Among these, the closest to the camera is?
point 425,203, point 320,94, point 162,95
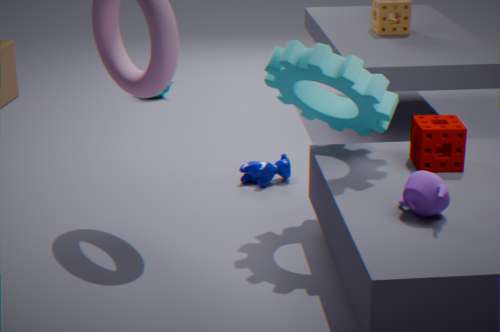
point 425,203
